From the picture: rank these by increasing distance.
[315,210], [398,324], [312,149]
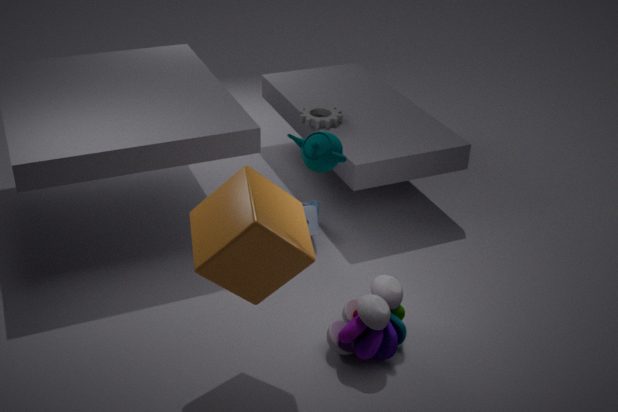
1. [312,149]
2. [398,324]
3. [315,210]
